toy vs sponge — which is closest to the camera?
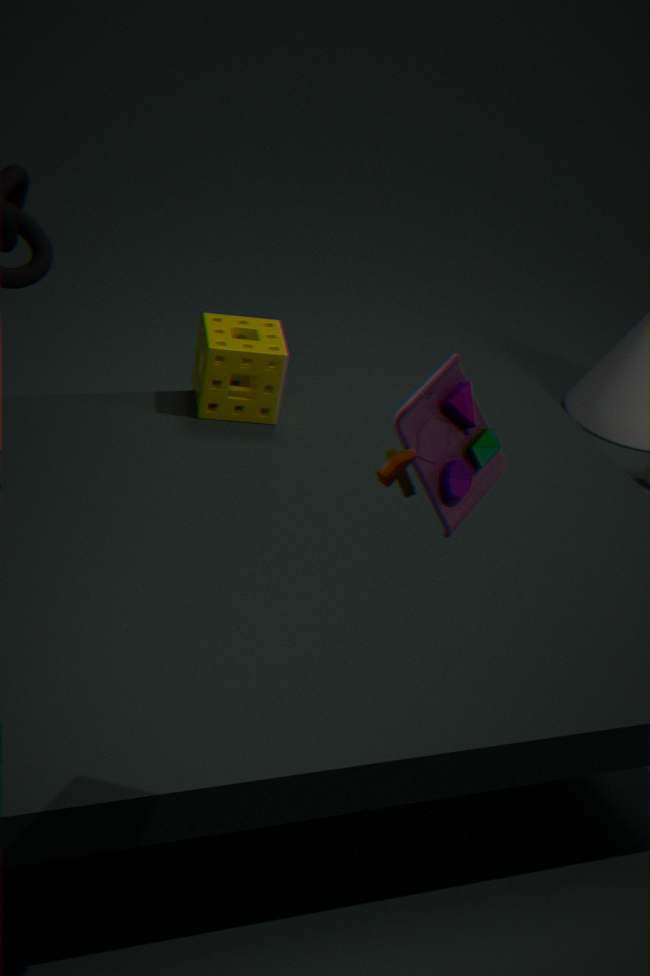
toy
